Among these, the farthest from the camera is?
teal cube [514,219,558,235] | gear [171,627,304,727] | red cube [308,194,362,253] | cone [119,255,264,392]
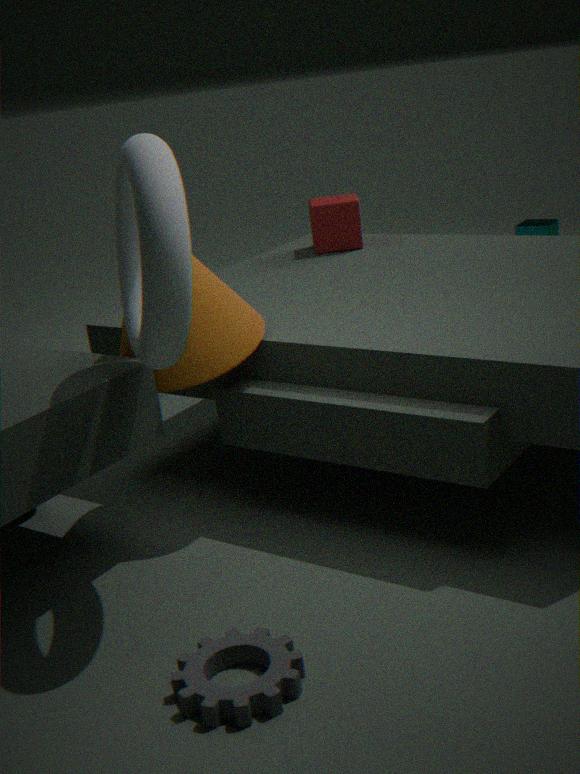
teal cube [514,219,558,235]
